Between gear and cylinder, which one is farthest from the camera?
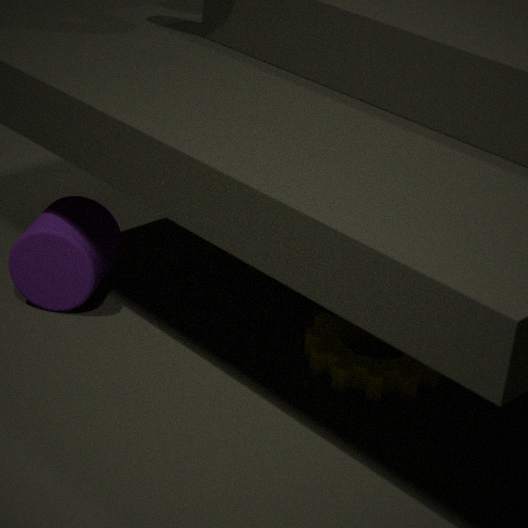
cylinder
